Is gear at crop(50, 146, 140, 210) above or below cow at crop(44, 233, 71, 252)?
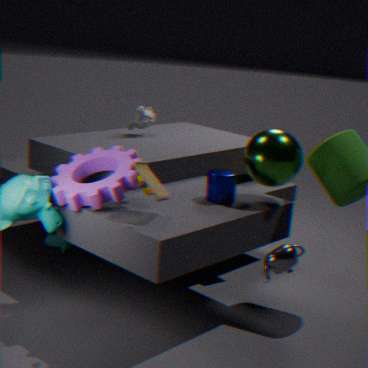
above
